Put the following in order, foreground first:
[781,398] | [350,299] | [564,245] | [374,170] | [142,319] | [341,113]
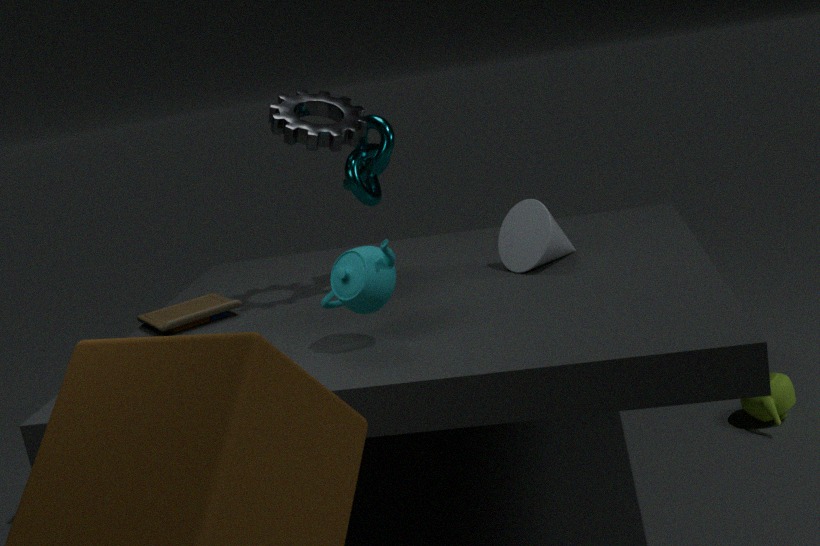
[350,299], [341,113], [374,170], [564,245], [142,319], [781,398]
